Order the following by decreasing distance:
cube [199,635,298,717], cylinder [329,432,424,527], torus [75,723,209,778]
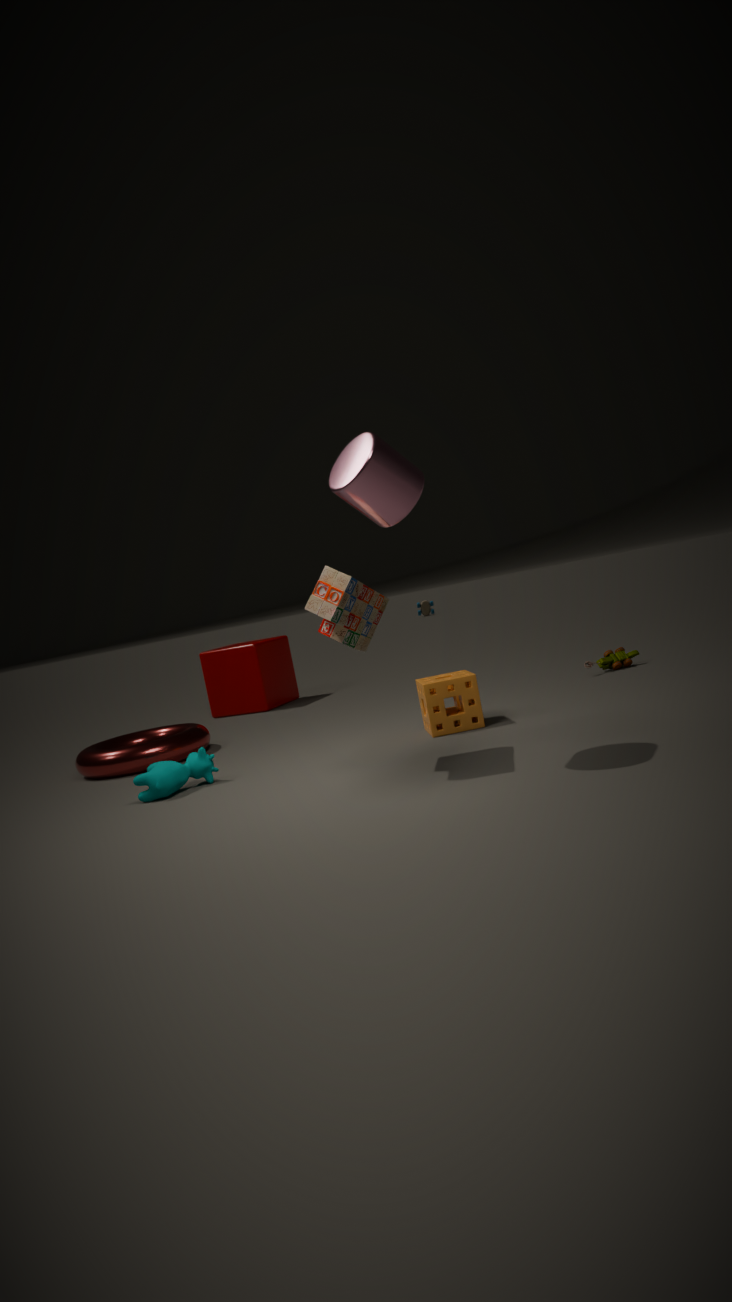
cube [199,635,298,717] < torus [75,723,209,778] < cylinder [329,432,424,527]
